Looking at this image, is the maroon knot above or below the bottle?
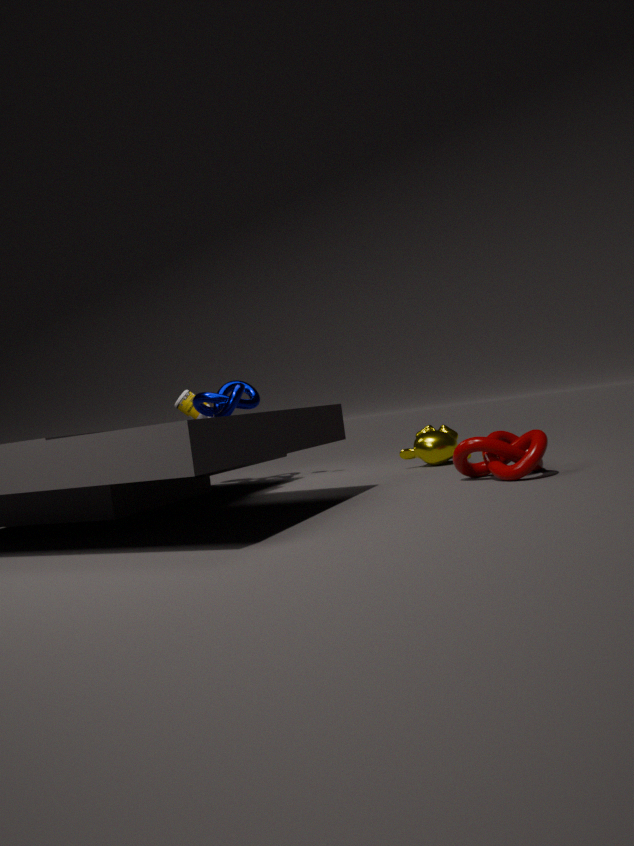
below
